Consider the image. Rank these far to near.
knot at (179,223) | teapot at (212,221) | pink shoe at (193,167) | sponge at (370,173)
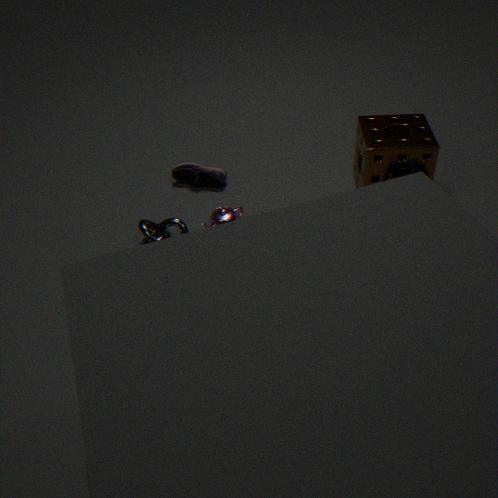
1. pink shoe at (193,167)
2. teapot at (212,221)
3. sponge at (370,173)
4. knot at (179,223)
